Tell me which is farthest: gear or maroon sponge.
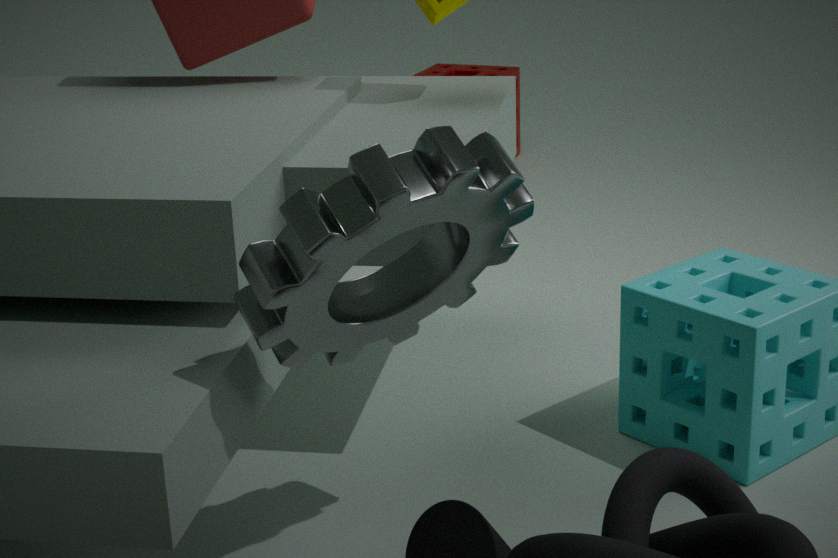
maroon sponge
